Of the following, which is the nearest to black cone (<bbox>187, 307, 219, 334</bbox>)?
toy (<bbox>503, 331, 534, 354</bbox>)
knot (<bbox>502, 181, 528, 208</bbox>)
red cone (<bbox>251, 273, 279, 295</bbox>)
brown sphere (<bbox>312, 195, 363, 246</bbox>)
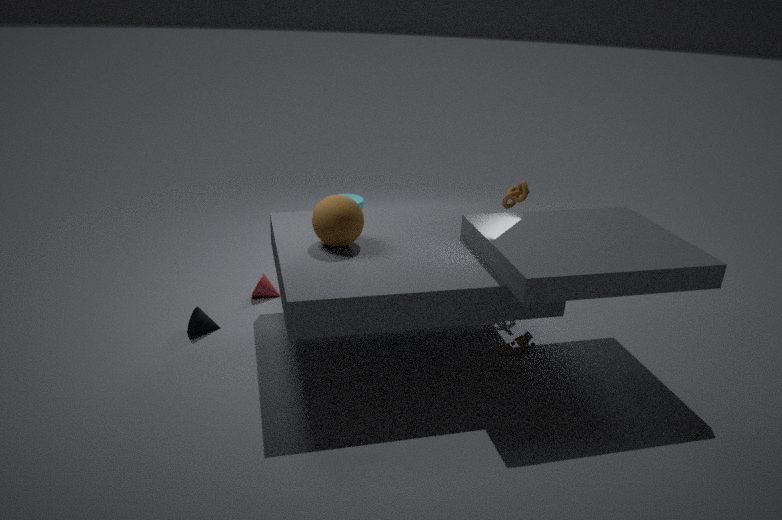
red cone (<bbox>251, 273, 279, 295</bbox>)
